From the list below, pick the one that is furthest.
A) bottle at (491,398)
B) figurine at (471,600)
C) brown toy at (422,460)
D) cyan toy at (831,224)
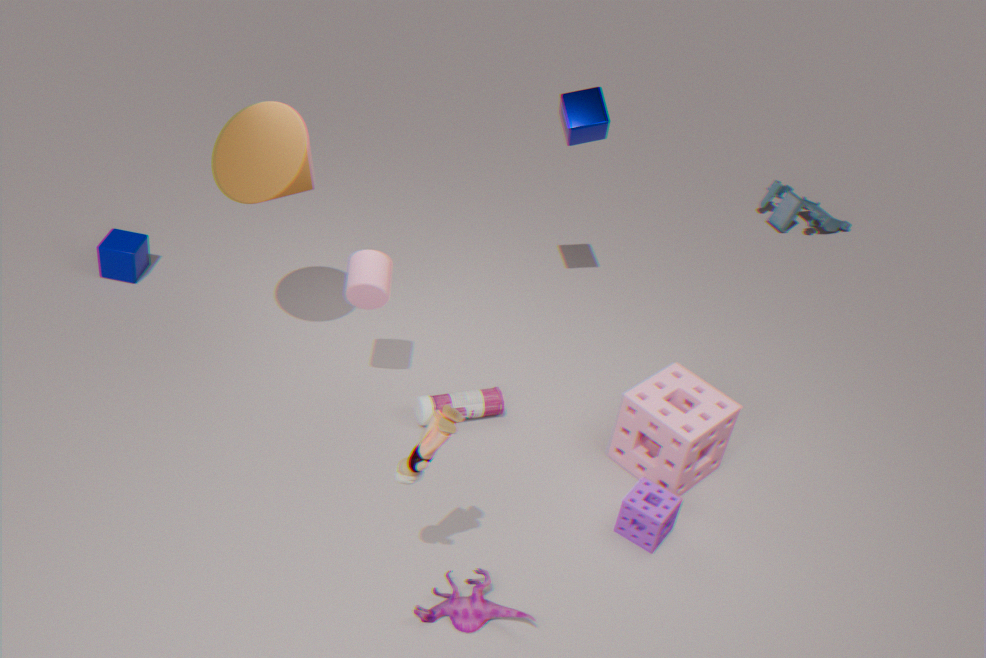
cyan toy at (831,224)
